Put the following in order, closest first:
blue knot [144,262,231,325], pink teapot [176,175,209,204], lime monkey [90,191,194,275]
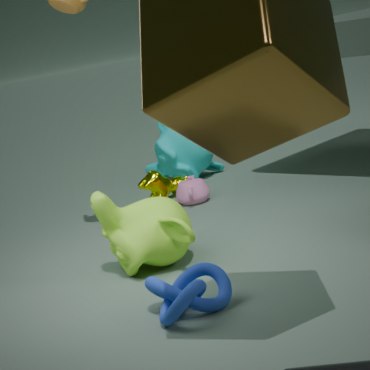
blue knot [144,262,231,325] < lime monkey [90,191,194,275] < pink teapot [176,175,209,204]
